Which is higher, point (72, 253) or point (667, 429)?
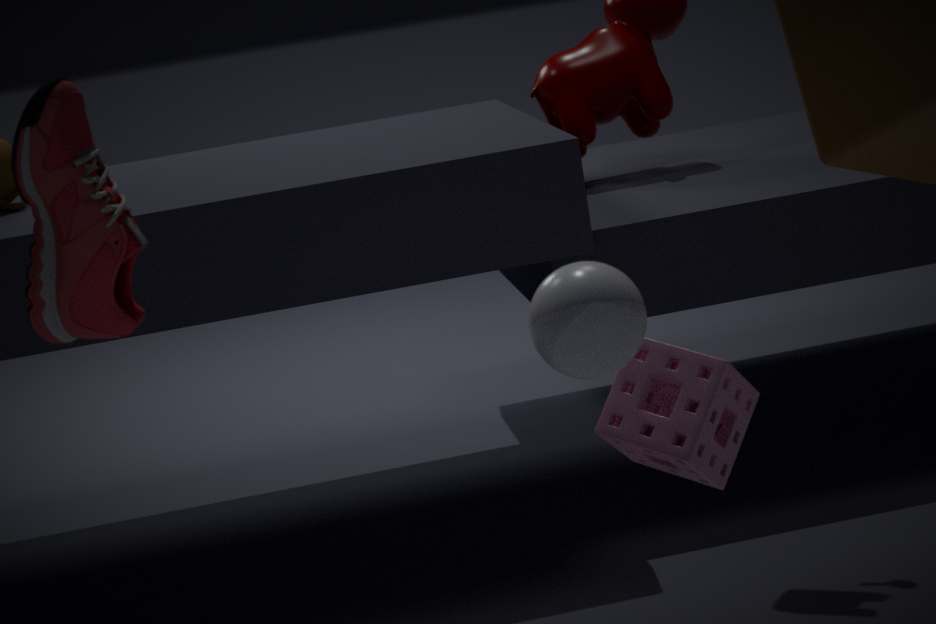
point (72, 253)
